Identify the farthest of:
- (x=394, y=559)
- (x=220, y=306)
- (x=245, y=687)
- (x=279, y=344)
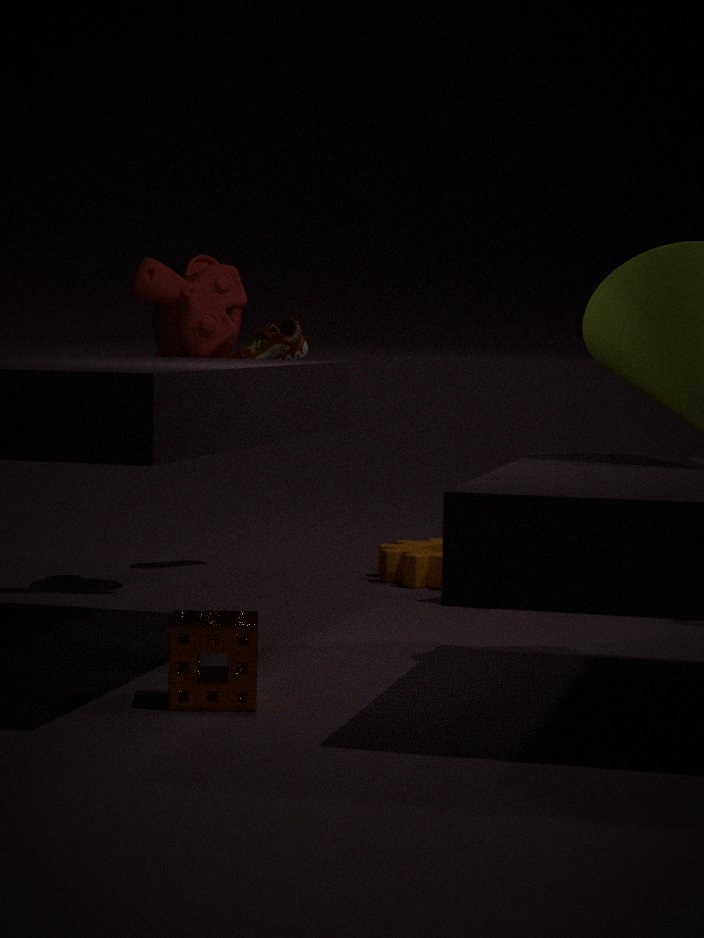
(x=279, y=344)
